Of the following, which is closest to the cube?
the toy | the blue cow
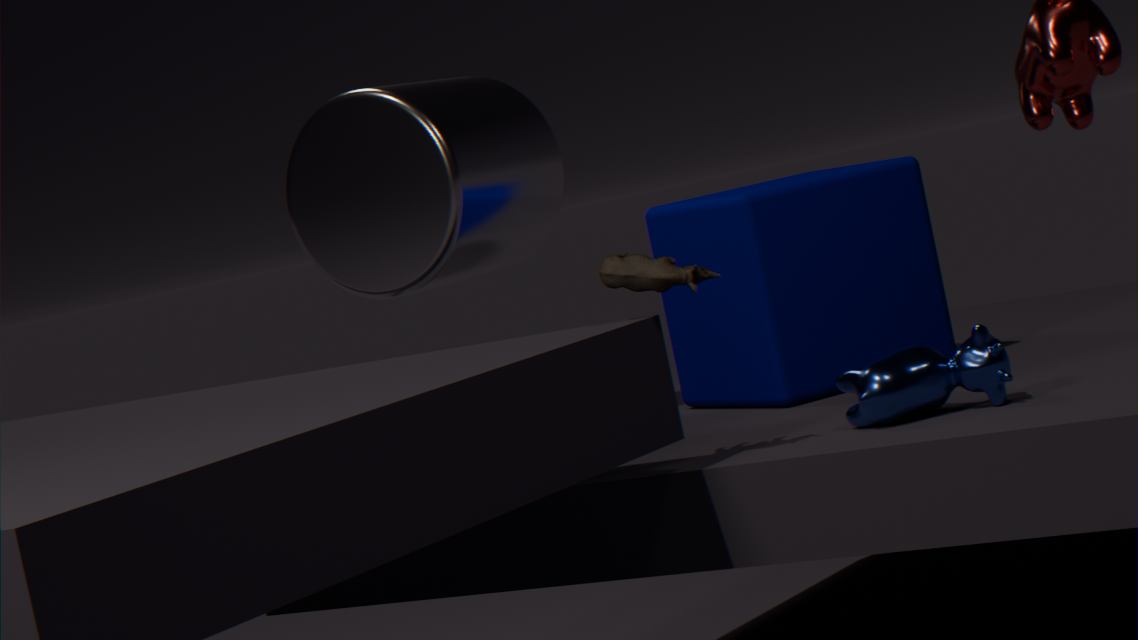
the blue cow
